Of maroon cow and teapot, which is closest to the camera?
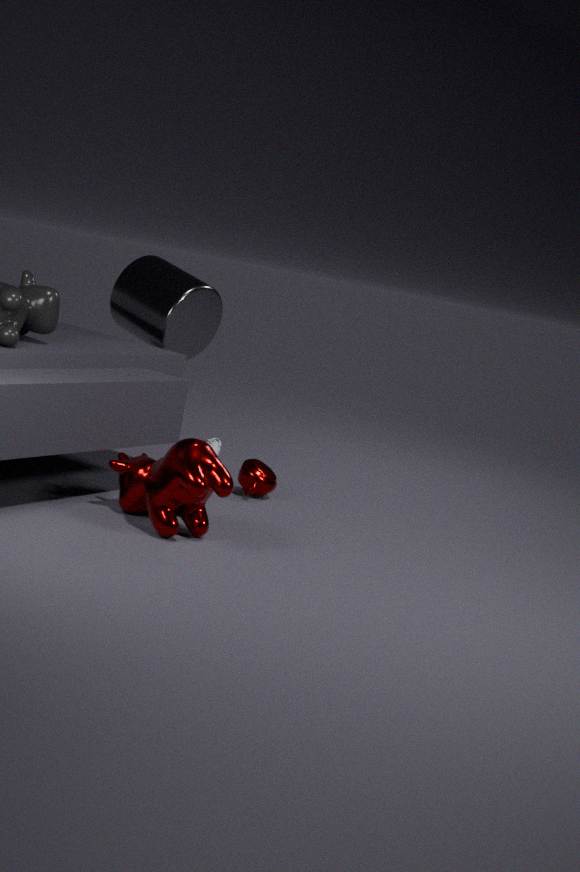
maroon cow
